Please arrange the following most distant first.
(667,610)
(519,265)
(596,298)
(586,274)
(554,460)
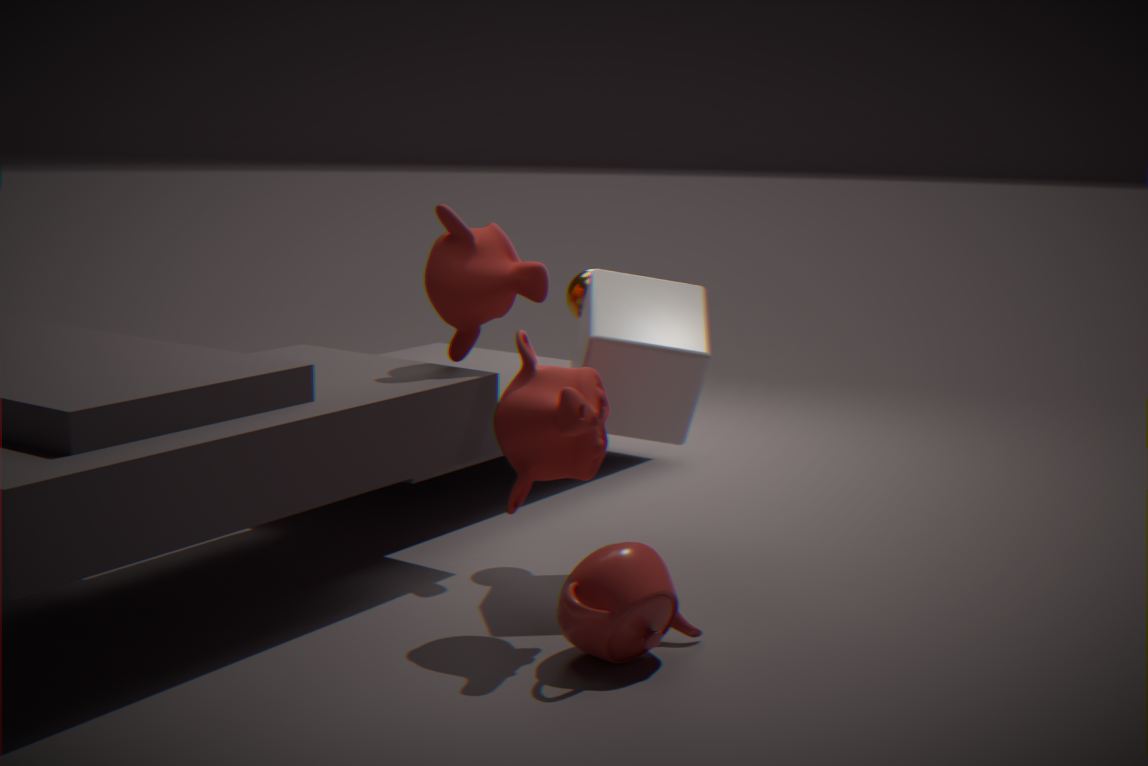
(586,274)
(519,265)
(596,298)
(554,460)
(667,610)
